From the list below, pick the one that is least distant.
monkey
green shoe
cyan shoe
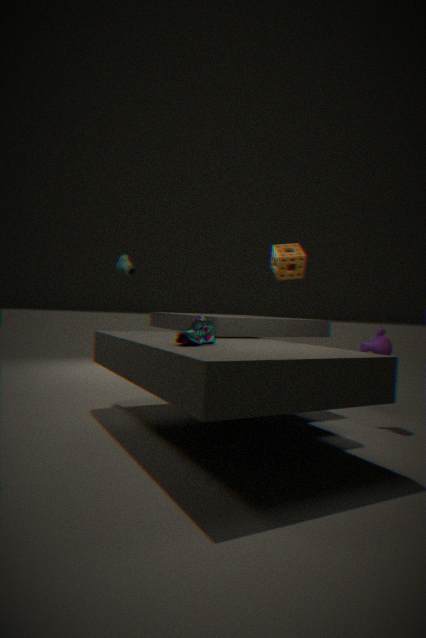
cyan shoe
